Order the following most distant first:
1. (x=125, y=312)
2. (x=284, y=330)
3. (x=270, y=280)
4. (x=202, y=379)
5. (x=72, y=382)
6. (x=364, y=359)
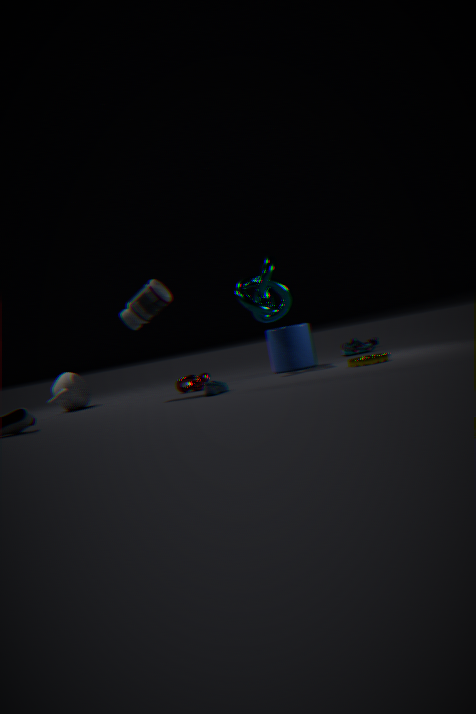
(x=72, y=382), (x=284, y=330), (x=270, y=280), (x=202, y=379), (x=125, y=312), (x=364, y=359)
